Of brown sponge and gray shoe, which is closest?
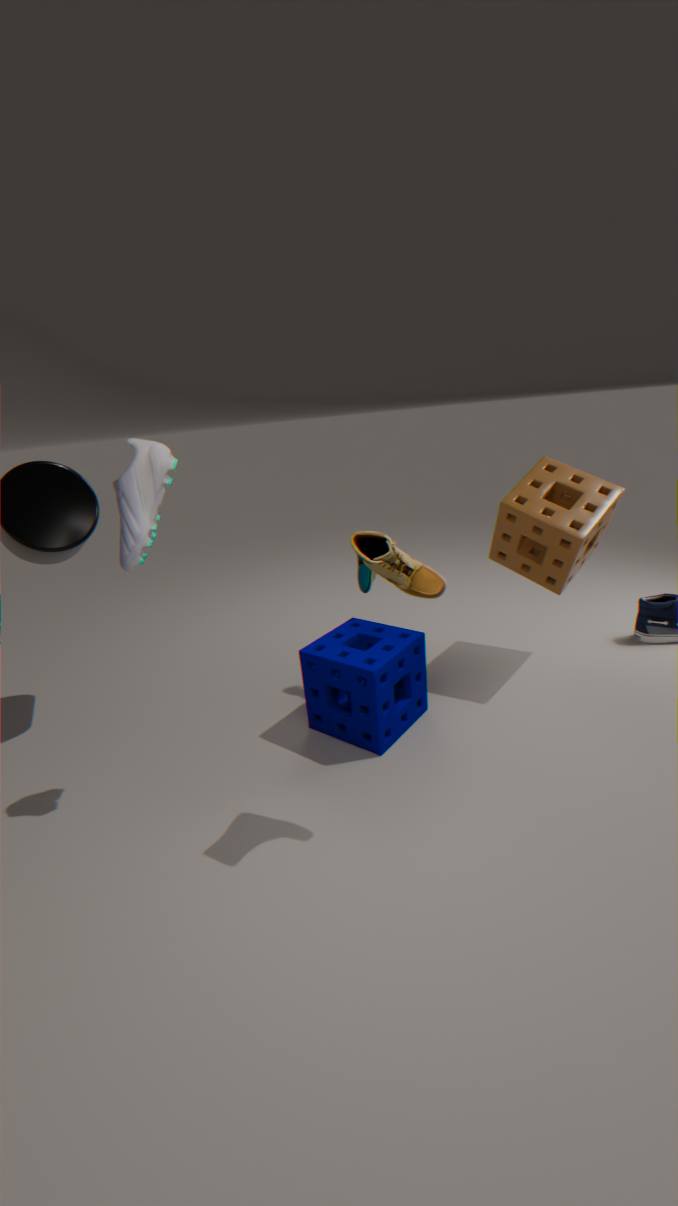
gray shoe
